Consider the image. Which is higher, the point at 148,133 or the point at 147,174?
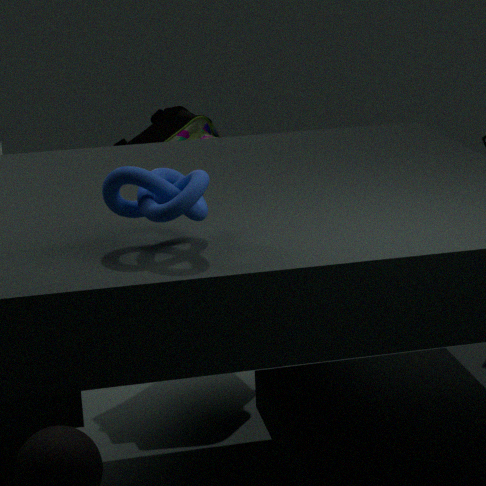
the point at 147,174
